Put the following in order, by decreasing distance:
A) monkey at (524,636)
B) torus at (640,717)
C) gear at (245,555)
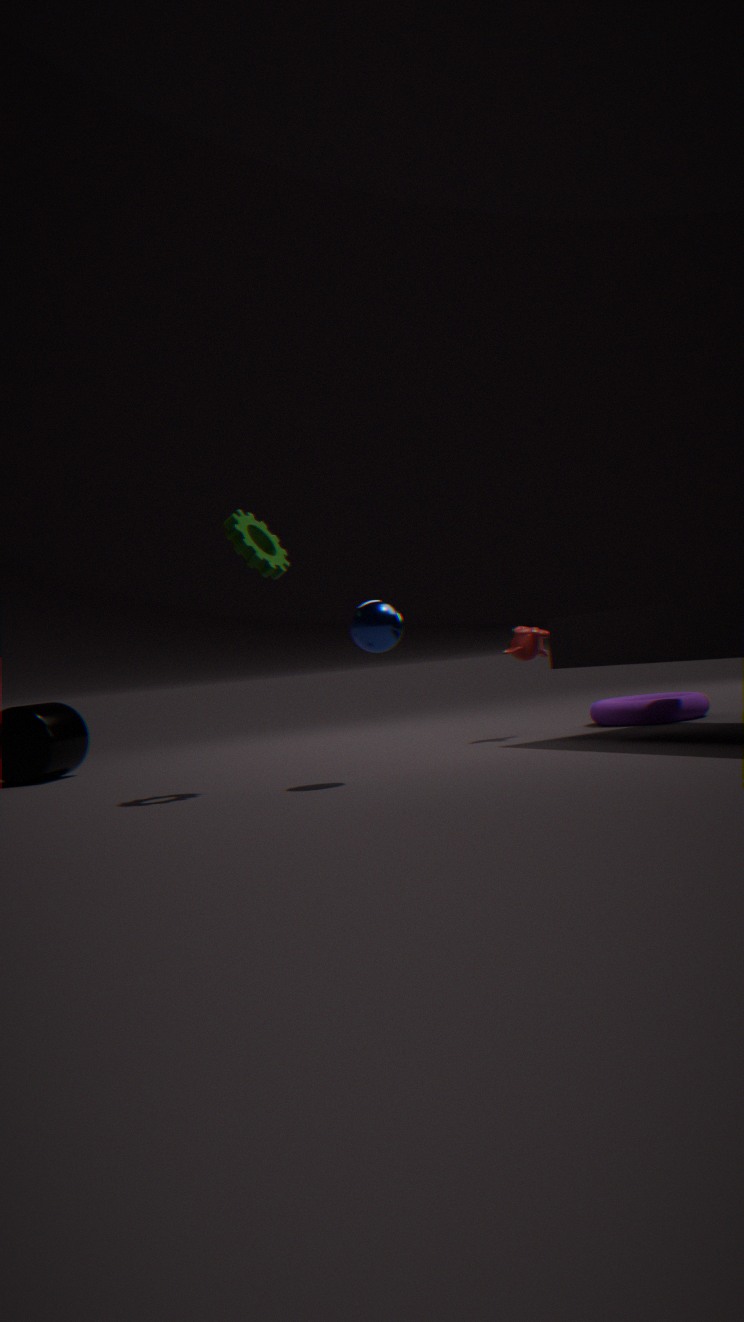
torus at (640,717) < monkey at (524,636) < gear at (245,555)
